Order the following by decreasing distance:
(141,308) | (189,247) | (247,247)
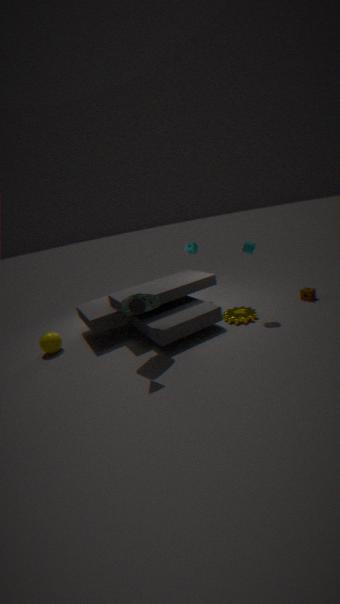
(189,247)
(247,247)
(141,308)
